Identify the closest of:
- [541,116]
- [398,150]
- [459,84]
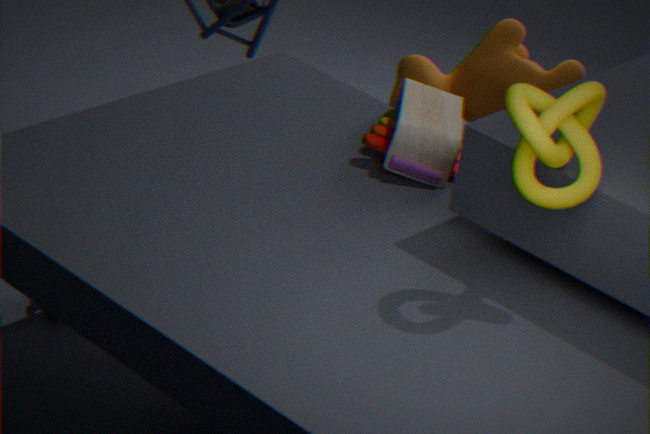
[541,116]
